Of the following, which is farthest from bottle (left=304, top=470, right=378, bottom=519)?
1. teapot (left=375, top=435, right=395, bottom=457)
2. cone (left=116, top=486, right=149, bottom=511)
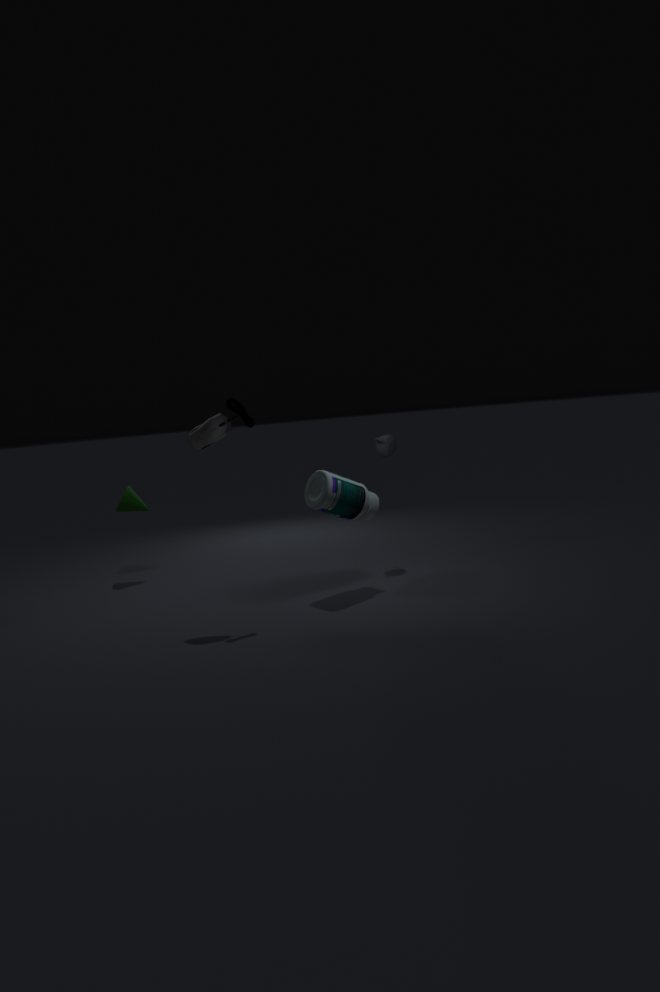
cone (left=116, top=486, right=149, bottom=511)
